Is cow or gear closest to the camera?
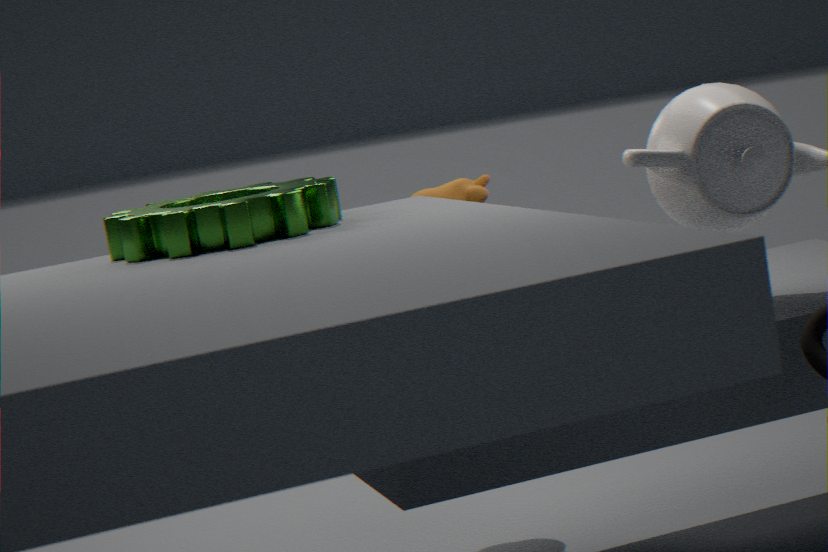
gear
